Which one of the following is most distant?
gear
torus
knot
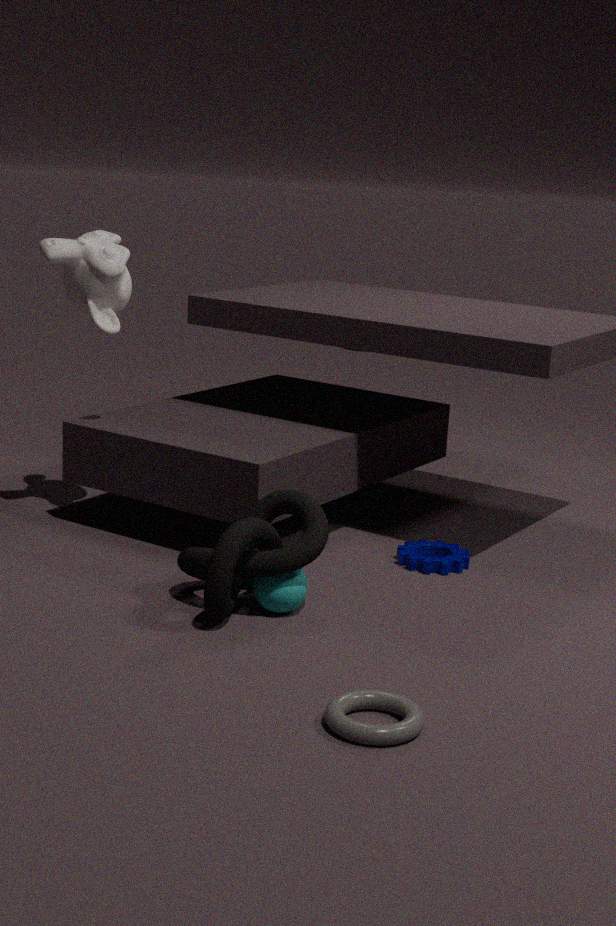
gear
